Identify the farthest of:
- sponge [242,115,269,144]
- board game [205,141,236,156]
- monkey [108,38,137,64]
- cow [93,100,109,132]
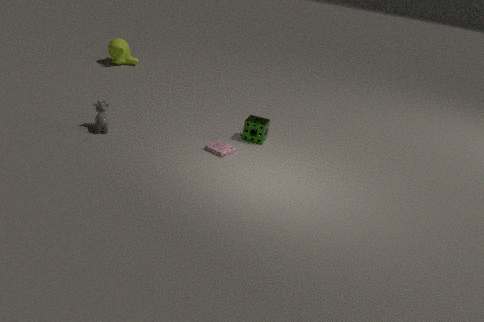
monkey [108,38,137,64]
